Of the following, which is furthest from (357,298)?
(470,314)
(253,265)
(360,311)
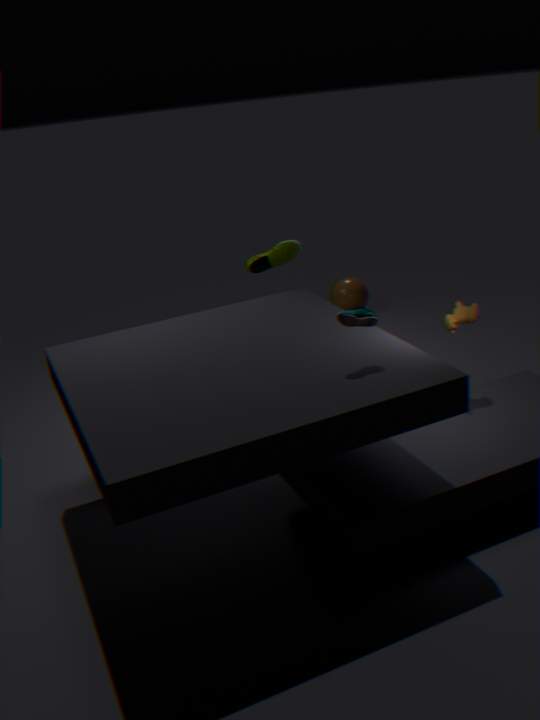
(360,311)
